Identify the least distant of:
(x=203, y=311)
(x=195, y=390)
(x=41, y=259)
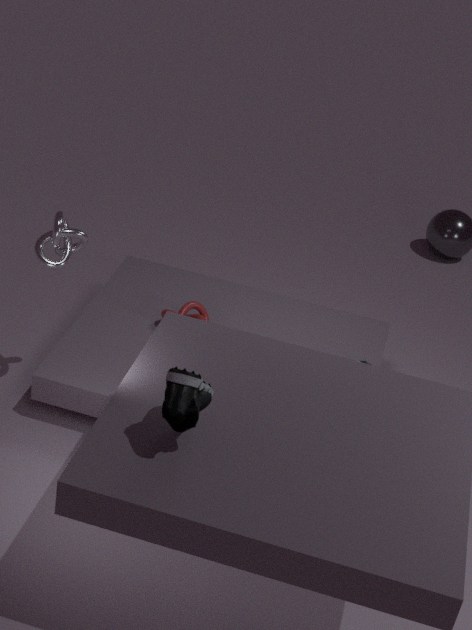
(x=195, y=390)
